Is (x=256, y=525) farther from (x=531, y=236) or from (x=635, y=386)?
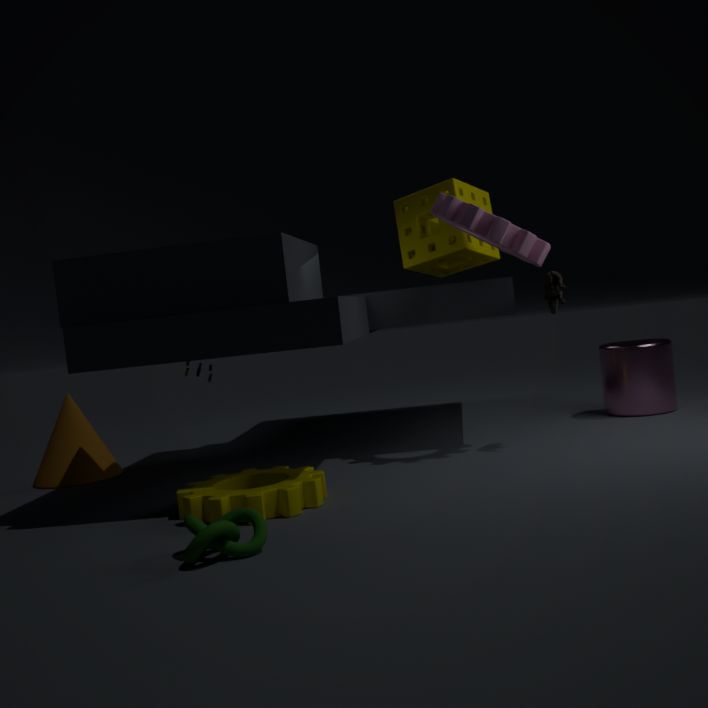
(x=635, y=386)
